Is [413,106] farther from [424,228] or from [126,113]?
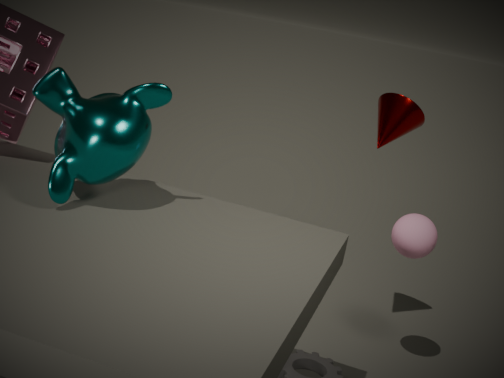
[126,113]
